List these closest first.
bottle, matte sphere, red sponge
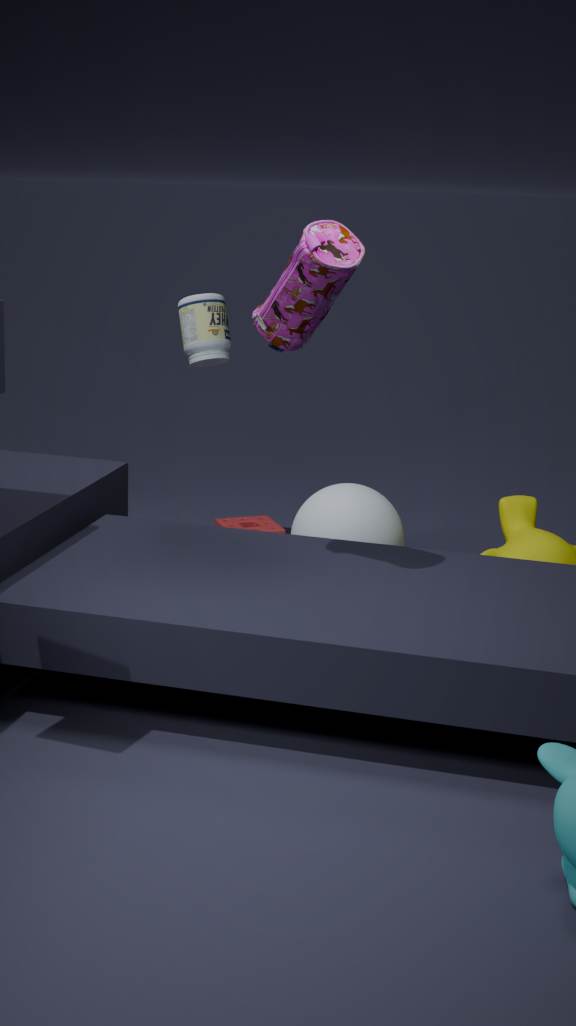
matte sphere, bottle, red sponge
